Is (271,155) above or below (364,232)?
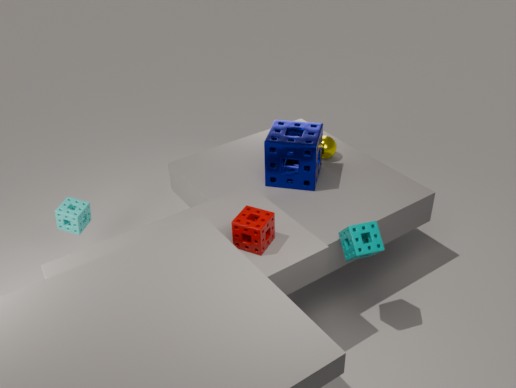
above
